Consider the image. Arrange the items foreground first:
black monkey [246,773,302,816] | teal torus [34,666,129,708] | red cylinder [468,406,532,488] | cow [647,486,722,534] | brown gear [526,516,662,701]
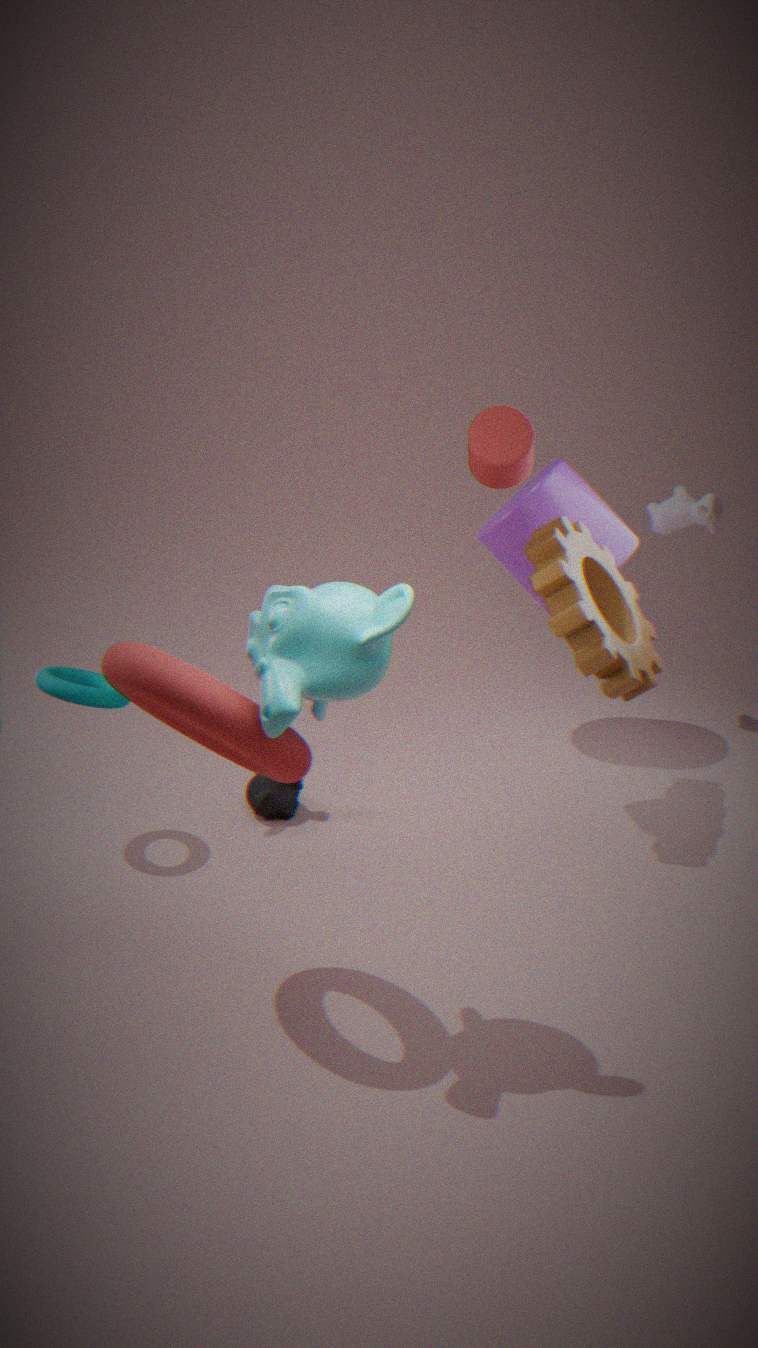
teal torus [34,666,129,708]
brown gear [526,516,662,701]
red cylinder [468,406,532,488]
black monkey [246,773,302,816]
cow [647,486,722,534]
